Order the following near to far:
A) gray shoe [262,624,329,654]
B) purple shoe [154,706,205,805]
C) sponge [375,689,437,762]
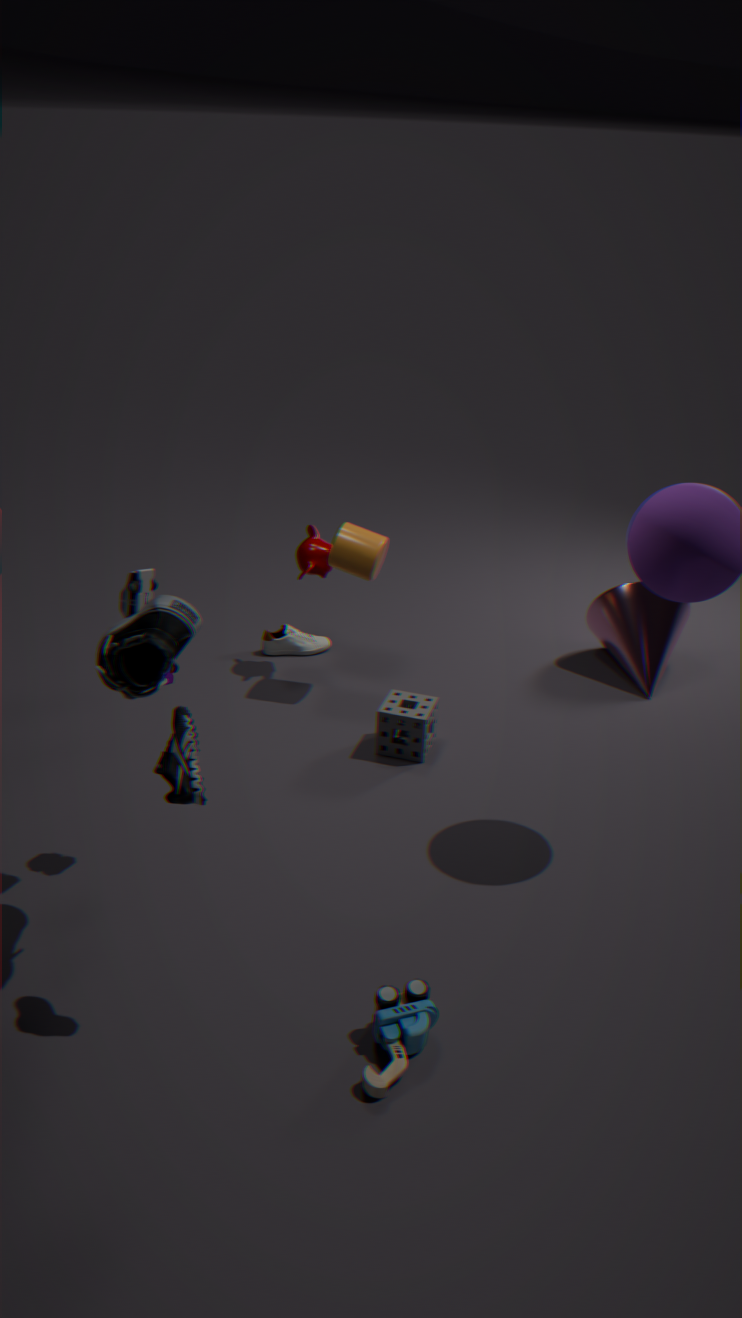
purple shoe [154,706,205,805], sponge [375,689,437,762], gray shoe [262,624,329,654]
